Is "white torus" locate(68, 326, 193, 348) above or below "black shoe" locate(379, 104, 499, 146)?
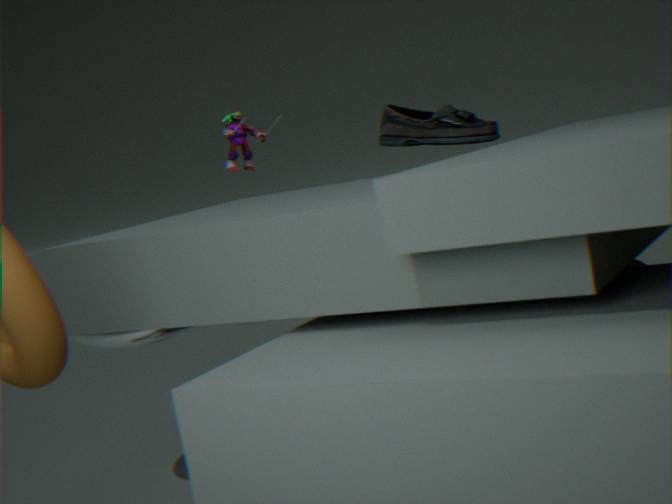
below
